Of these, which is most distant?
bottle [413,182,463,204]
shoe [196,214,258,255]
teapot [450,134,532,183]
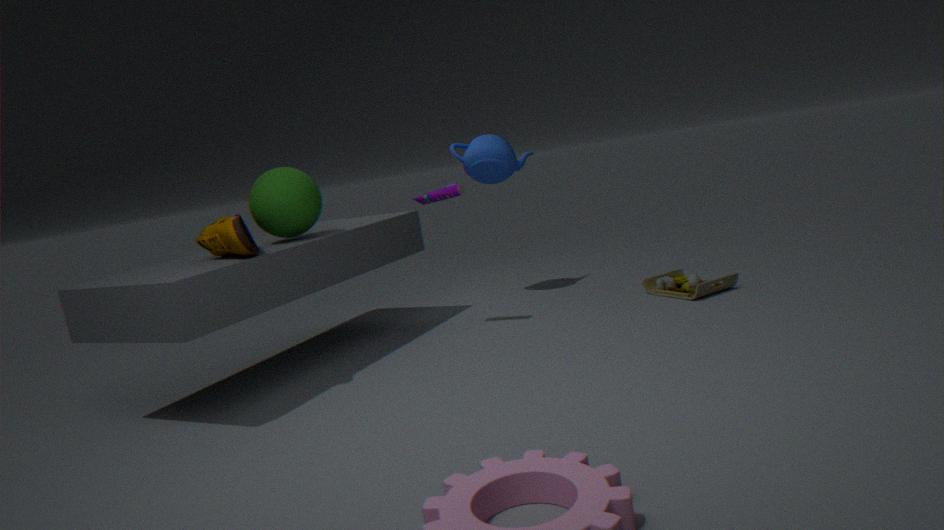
teapot [450,134,532,183]
